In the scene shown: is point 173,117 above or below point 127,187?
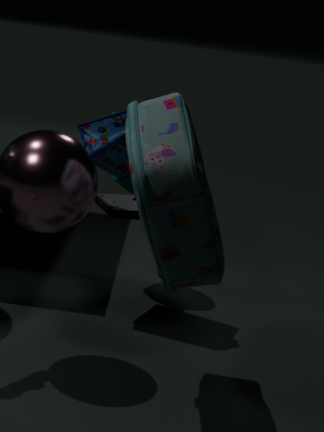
above
